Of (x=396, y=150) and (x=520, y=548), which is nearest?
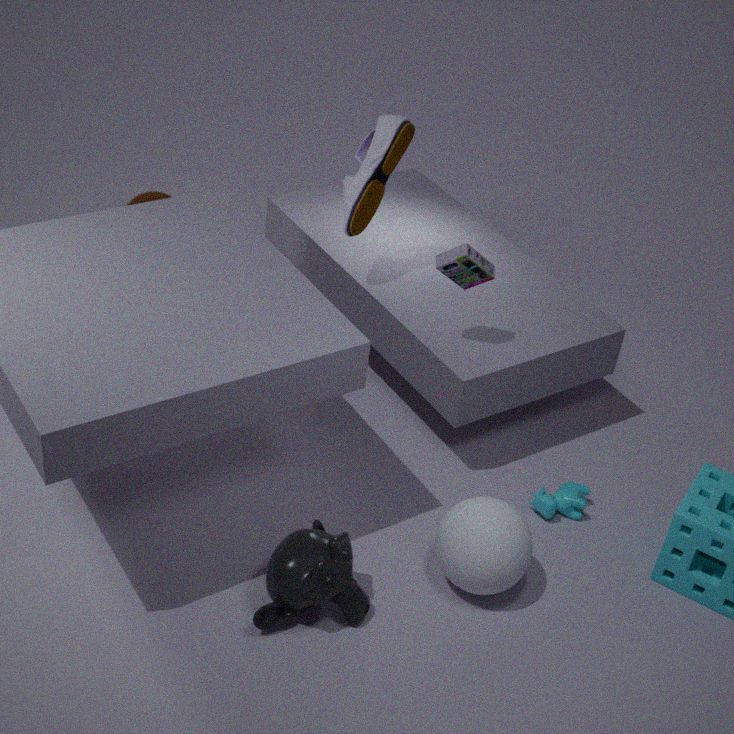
(x=520, y=548)
